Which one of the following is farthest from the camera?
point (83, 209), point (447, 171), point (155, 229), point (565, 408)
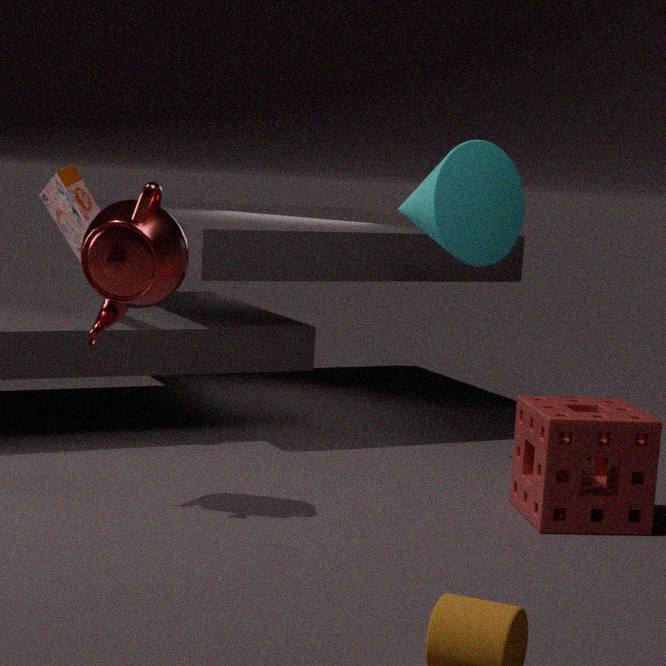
point (83, 209)
